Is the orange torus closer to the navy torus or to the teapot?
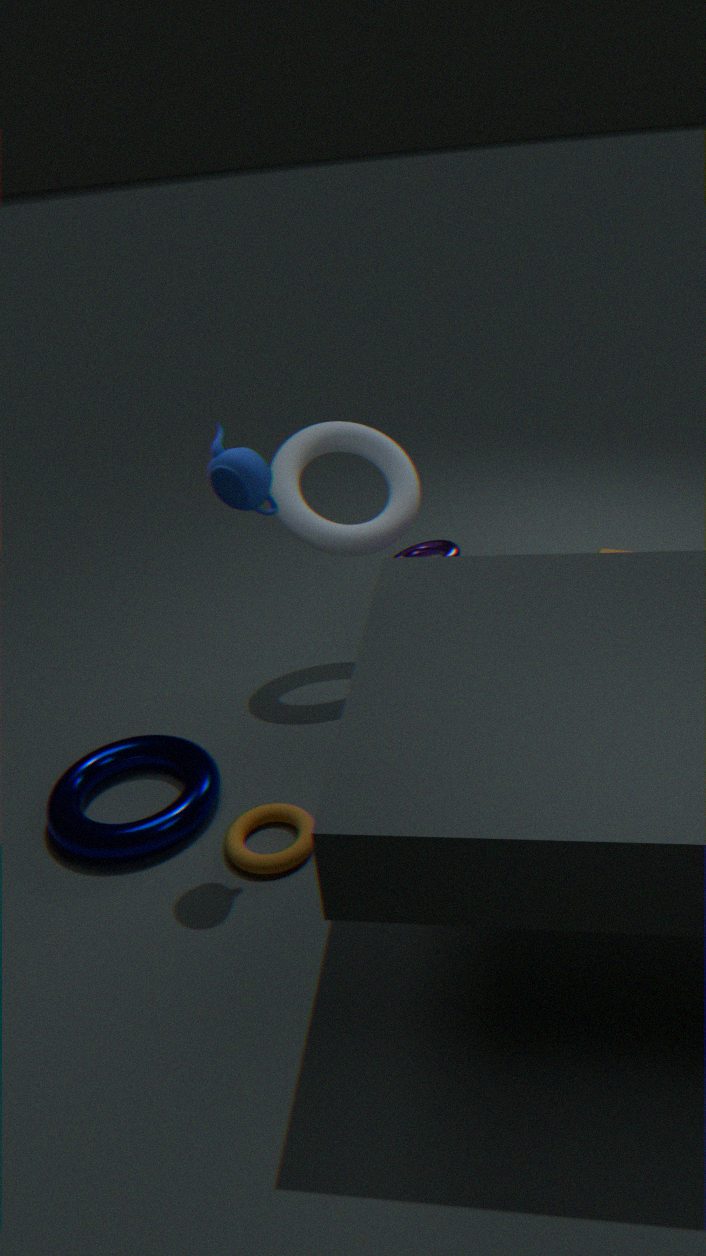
the navy torus
